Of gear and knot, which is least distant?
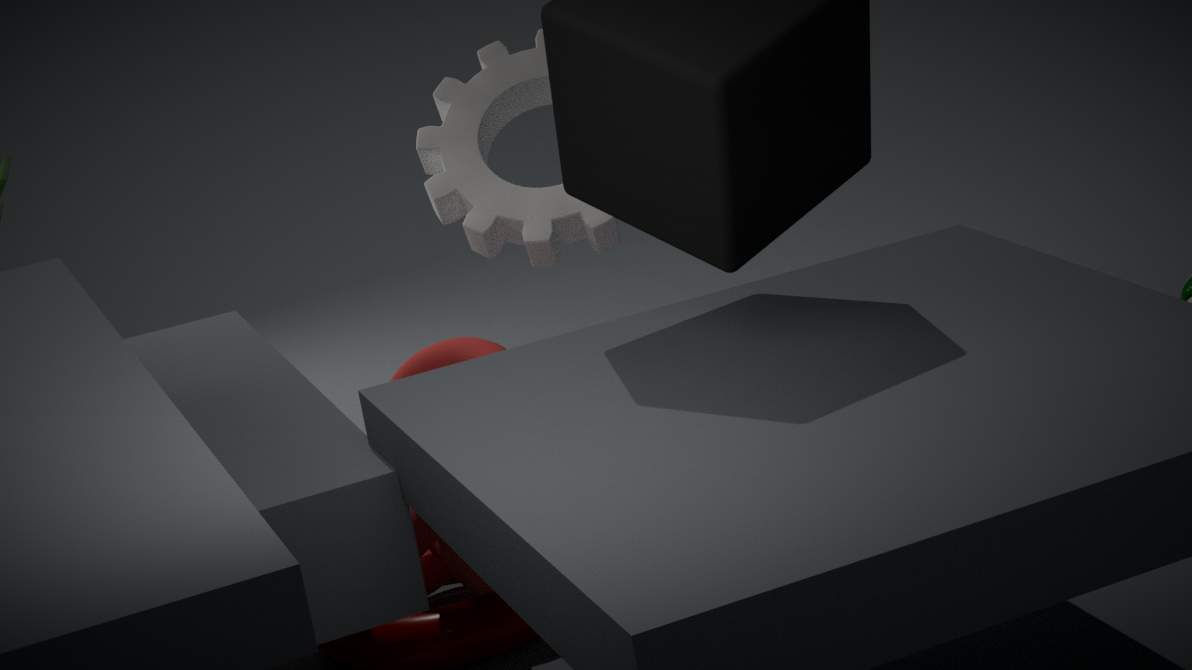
knot
